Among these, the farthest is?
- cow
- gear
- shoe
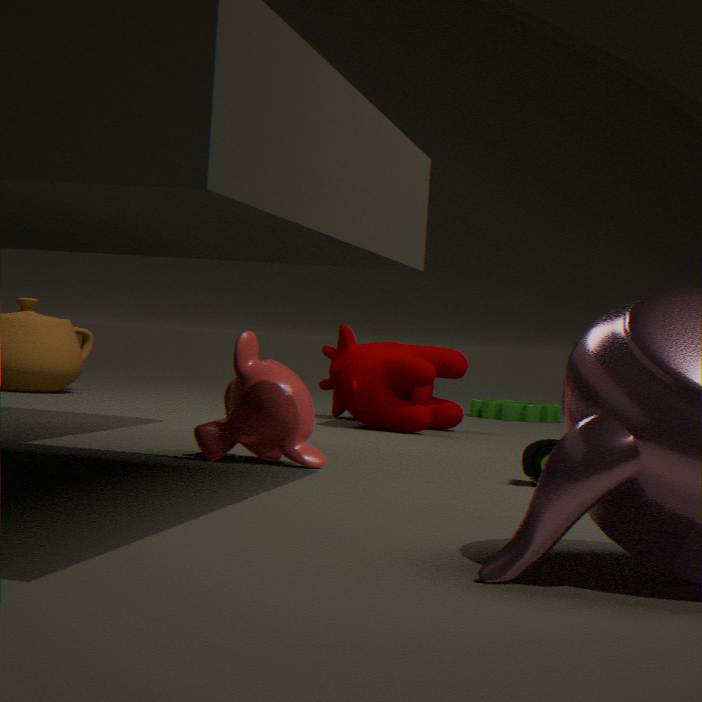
gear
